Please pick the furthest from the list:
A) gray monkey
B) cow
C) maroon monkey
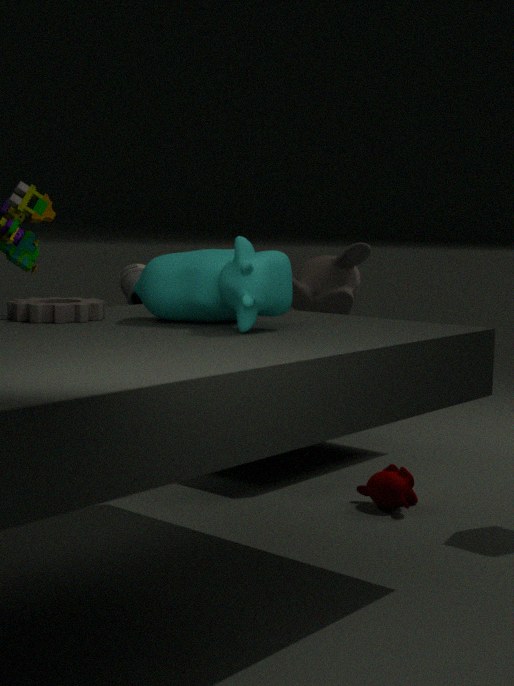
gray monkey
